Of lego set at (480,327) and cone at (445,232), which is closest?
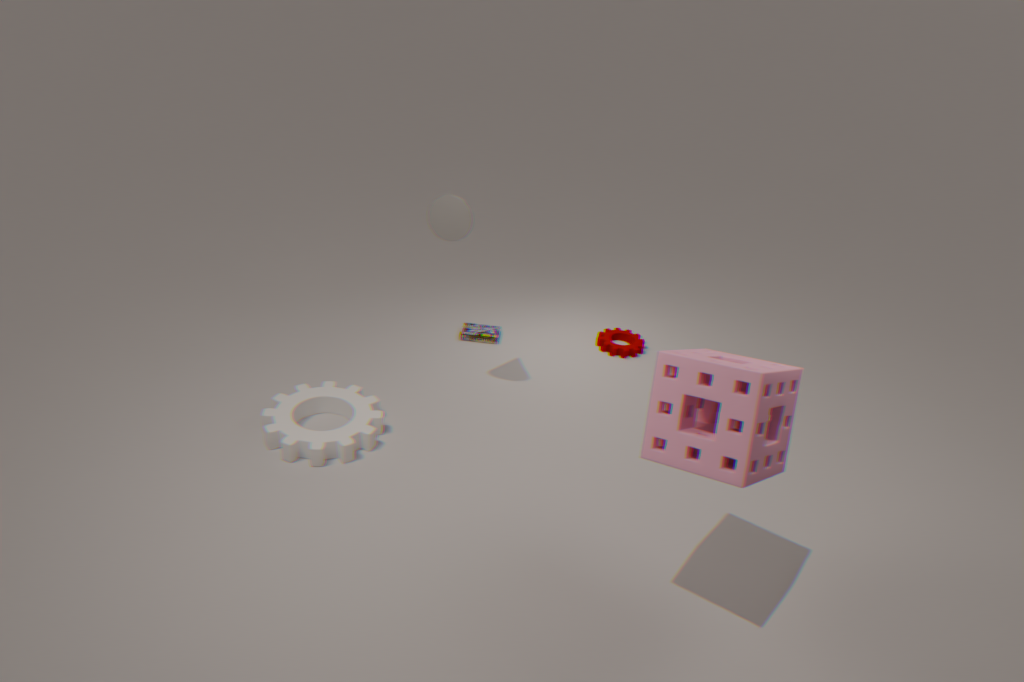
cone at (445,232)
